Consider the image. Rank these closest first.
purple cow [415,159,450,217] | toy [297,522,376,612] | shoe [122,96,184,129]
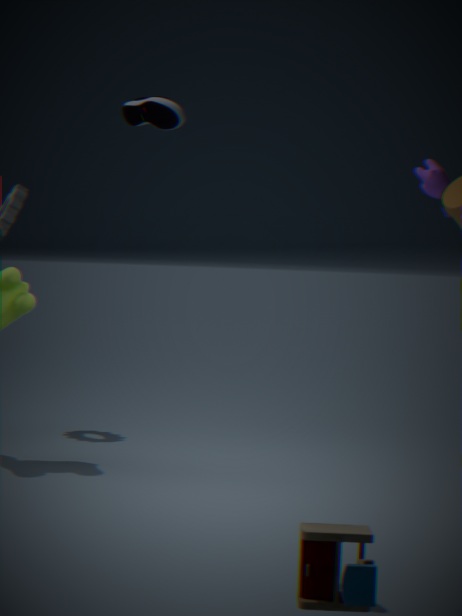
toy [297,522,376,612] < shoe [122,96,184,129] < purple cow [415,159,450,217]
